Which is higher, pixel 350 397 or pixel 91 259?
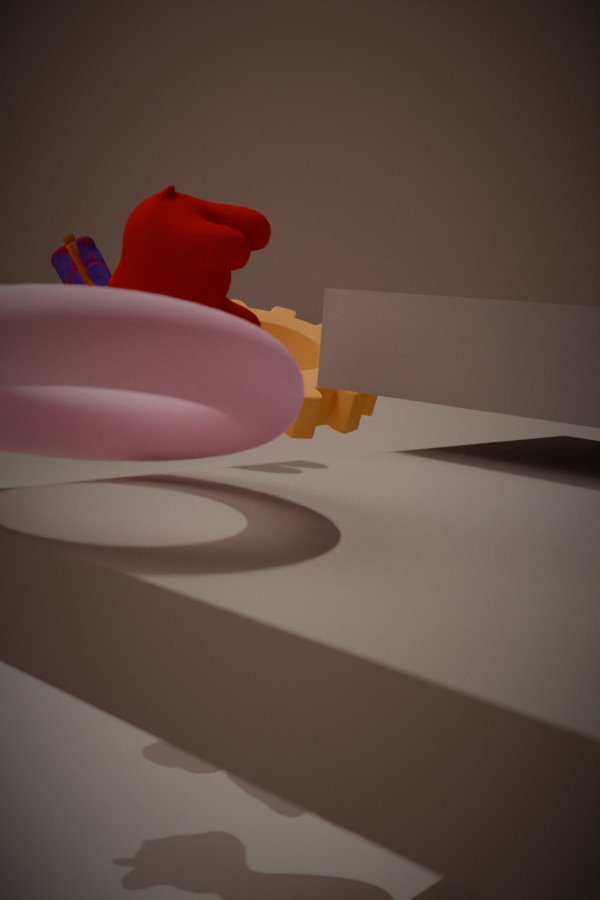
pixel 91 259
